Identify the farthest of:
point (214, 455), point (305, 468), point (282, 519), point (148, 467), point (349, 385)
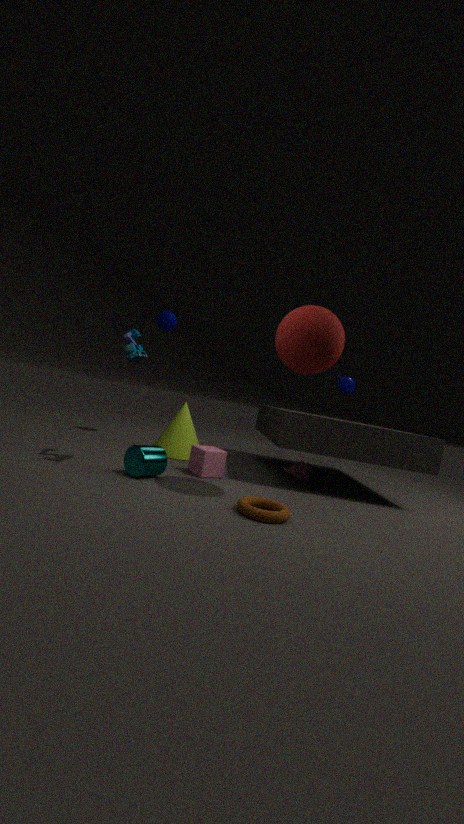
point (349, 385)
